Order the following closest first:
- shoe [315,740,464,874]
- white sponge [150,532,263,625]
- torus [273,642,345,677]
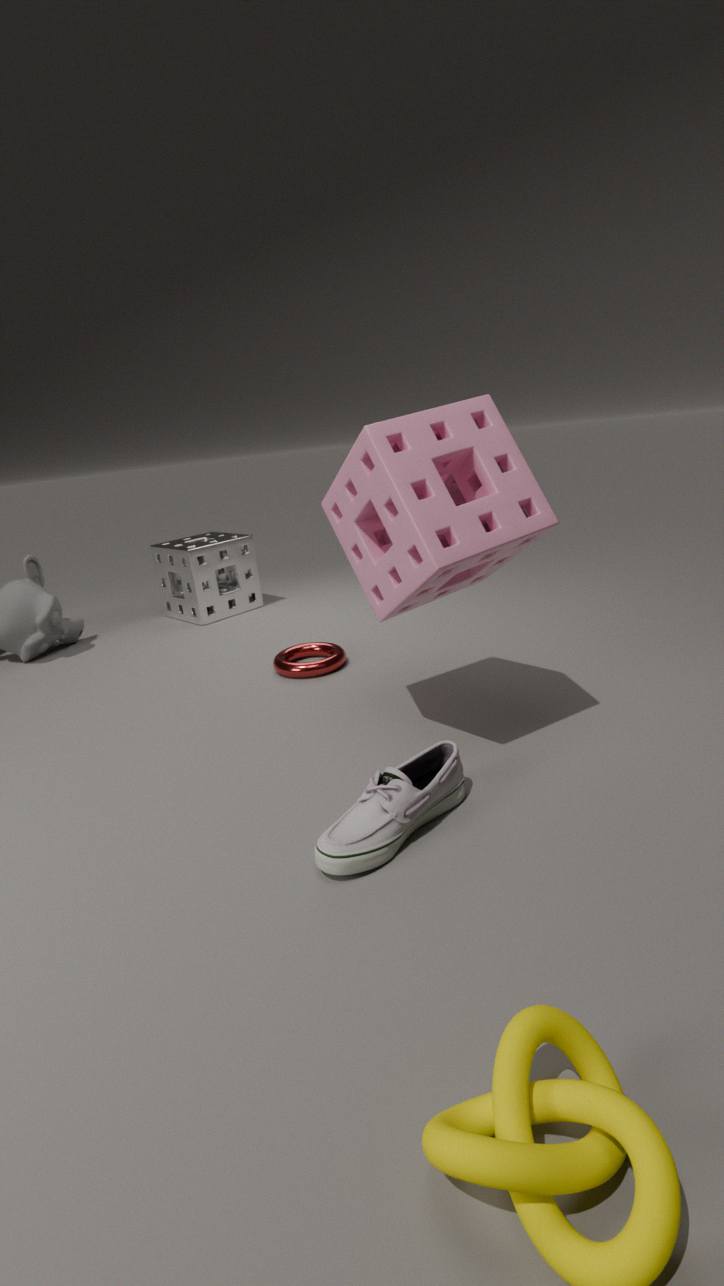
shoe [315,740,464,874]
torus [273,642,345,677]
white sponge [150,532,263,625]
